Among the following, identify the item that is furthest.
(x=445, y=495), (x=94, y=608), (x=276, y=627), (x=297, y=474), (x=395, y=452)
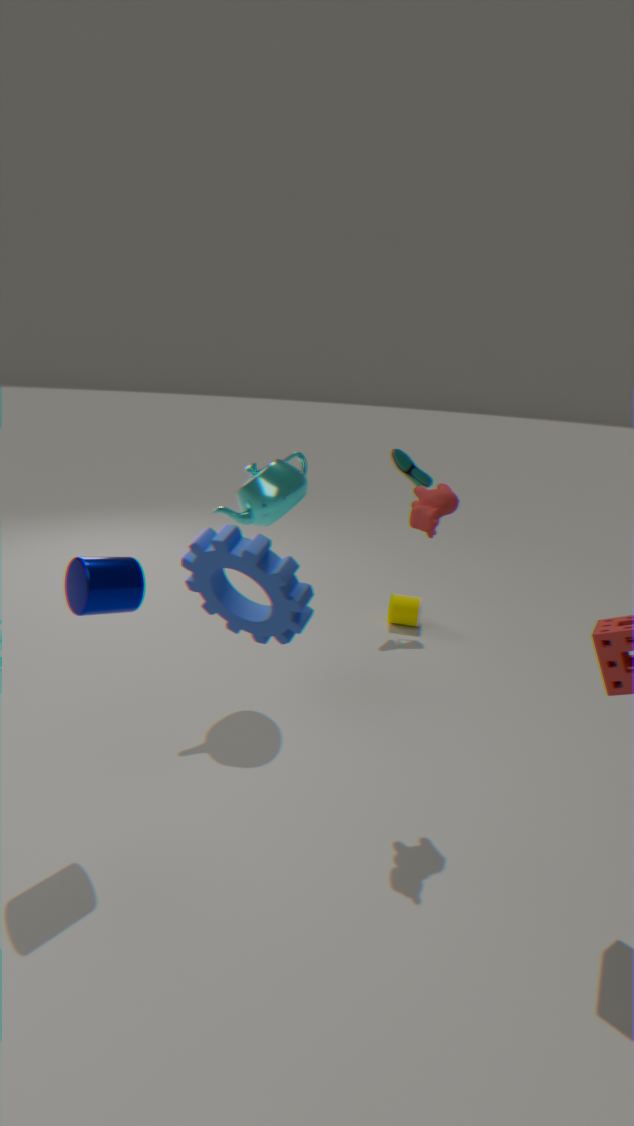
(x=395, y=452)
